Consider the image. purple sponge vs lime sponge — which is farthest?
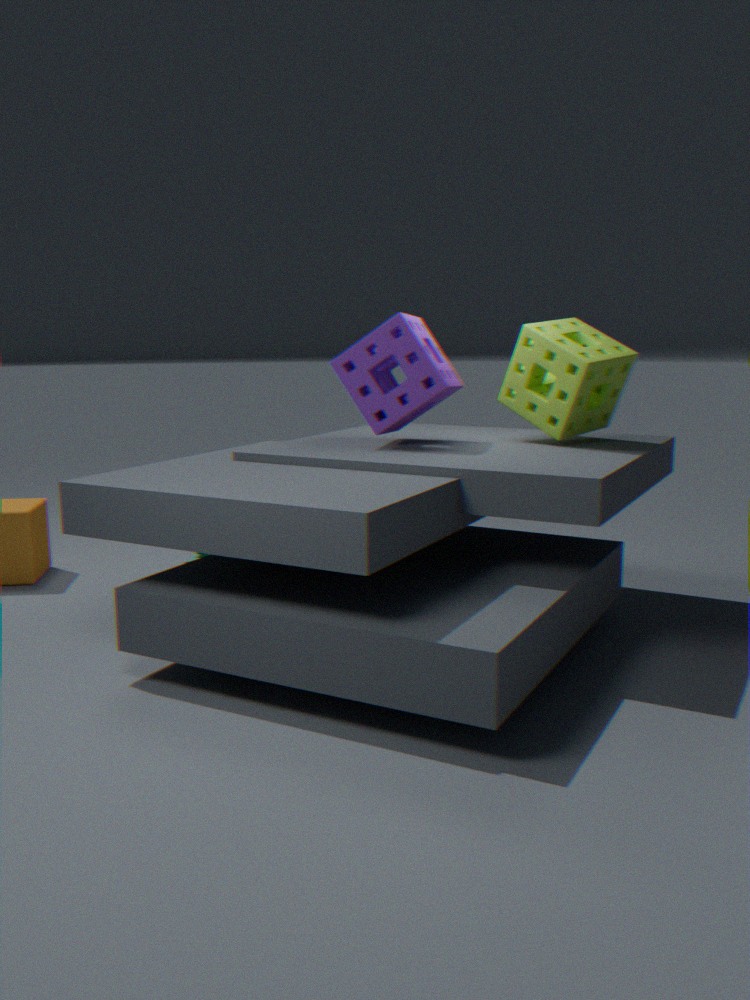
lime sponge
